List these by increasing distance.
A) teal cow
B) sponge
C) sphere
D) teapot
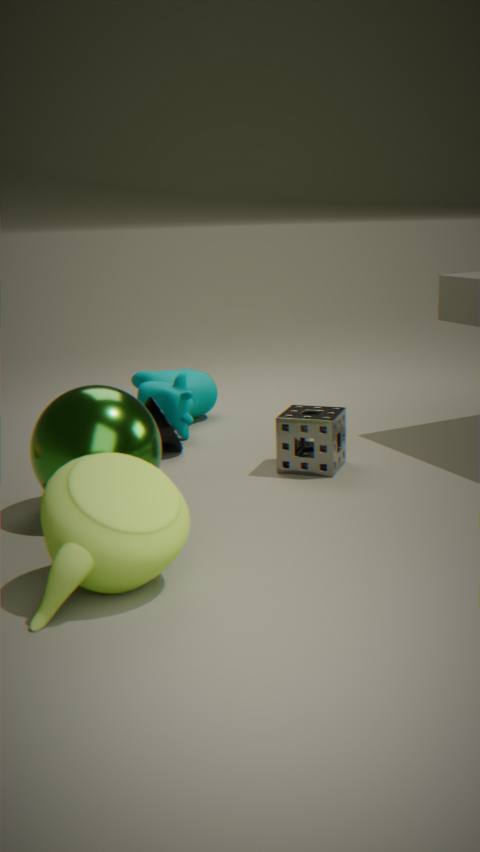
1. teapot
2. sphere
3. sponge
4. teal cow
